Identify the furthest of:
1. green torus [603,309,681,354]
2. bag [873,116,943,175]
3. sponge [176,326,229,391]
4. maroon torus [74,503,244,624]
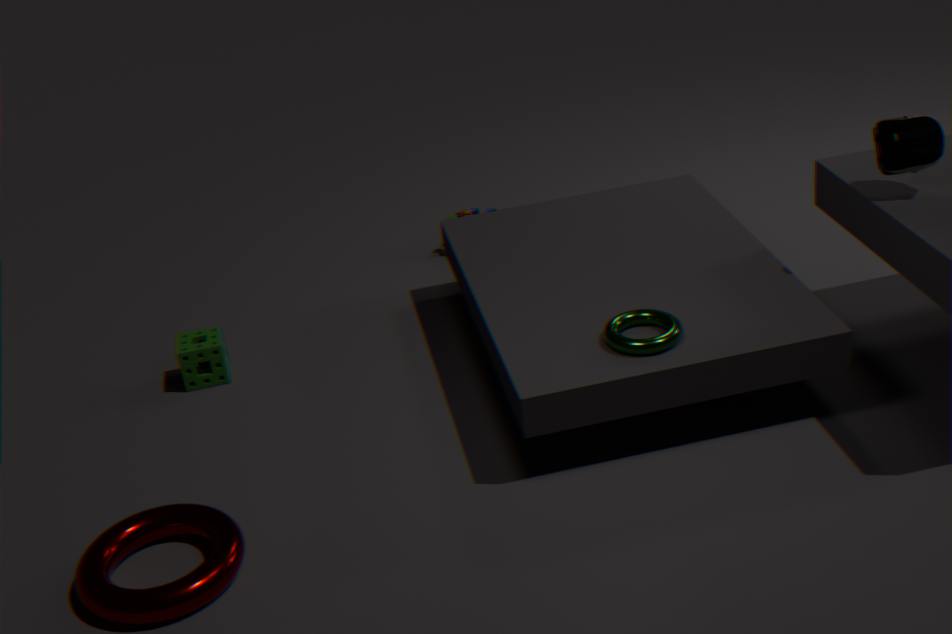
sponge [176,326,229,391]
